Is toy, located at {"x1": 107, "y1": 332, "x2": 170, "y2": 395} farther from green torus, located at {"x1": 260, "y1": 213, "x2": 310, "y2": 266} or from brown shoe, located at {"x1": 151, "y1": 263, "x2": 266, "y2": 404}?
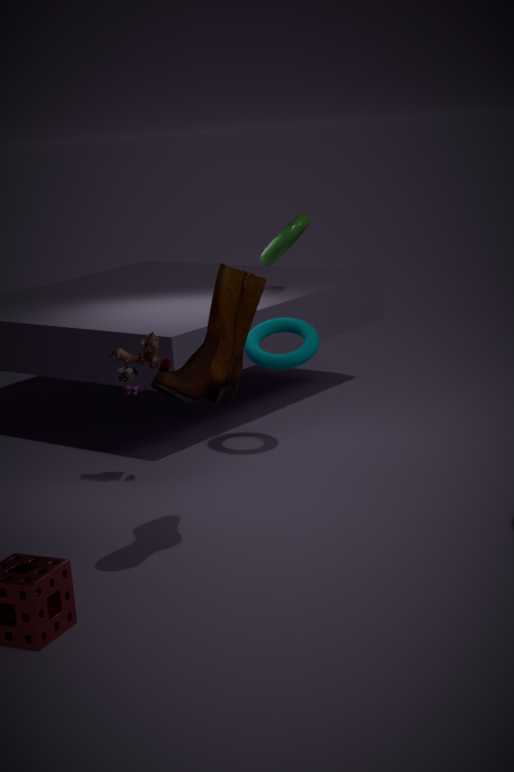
green torus, located at {"x1": 260, "y1": 213, "x2": 310, "y2": 266}
